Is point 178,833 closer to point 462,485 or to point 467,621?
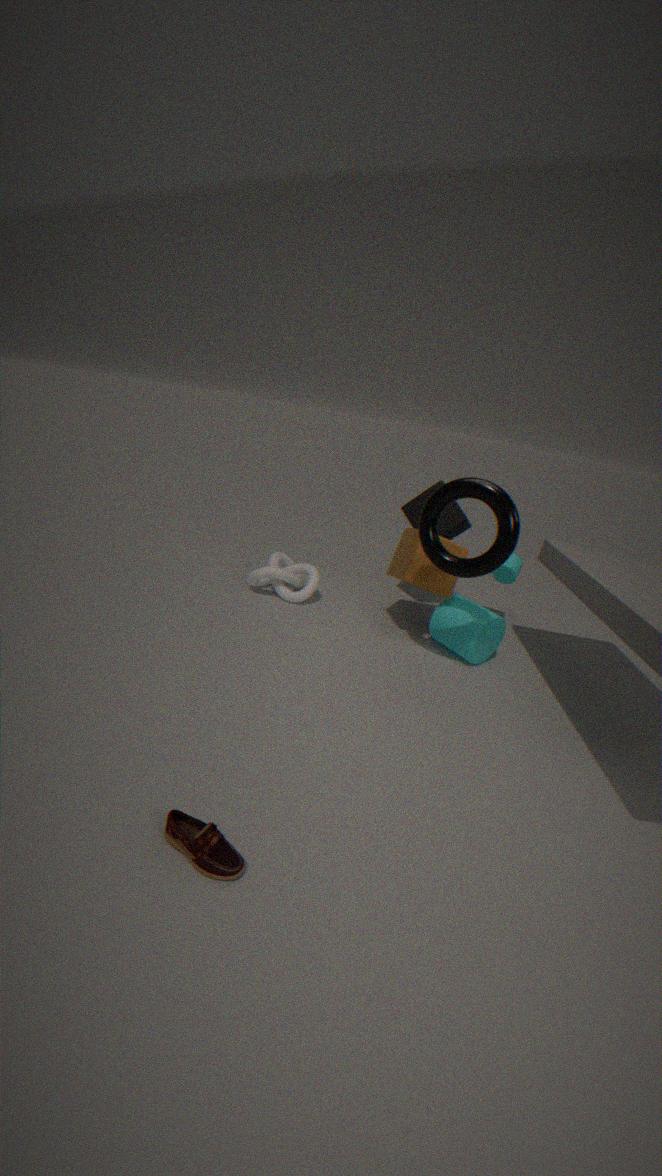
point 462,485
